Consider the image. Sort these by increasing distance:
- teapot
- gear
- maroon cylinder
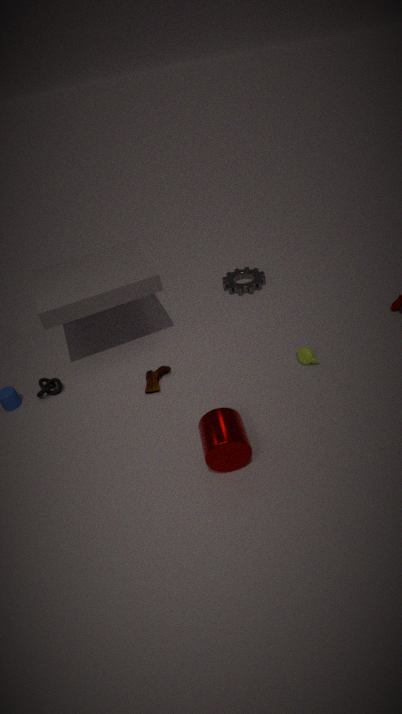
maroon cylinder → teapot → gear
